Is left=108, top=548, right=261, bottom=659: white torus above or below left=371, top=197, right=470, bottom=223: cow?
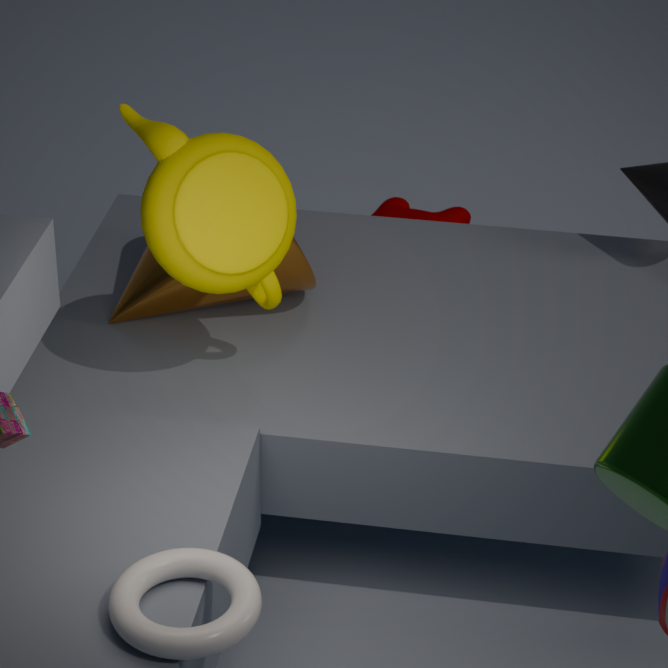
above
